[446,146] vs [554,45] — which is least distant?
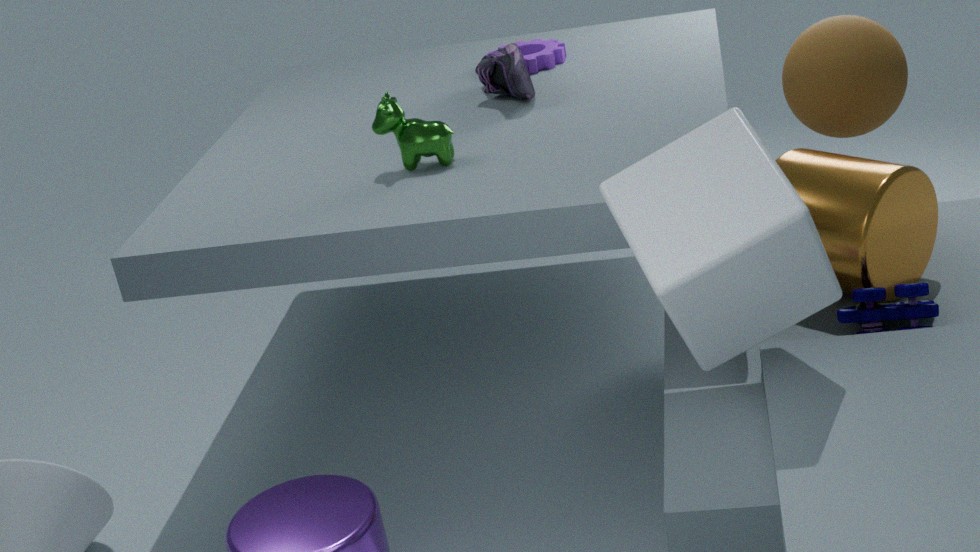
[446,146]
